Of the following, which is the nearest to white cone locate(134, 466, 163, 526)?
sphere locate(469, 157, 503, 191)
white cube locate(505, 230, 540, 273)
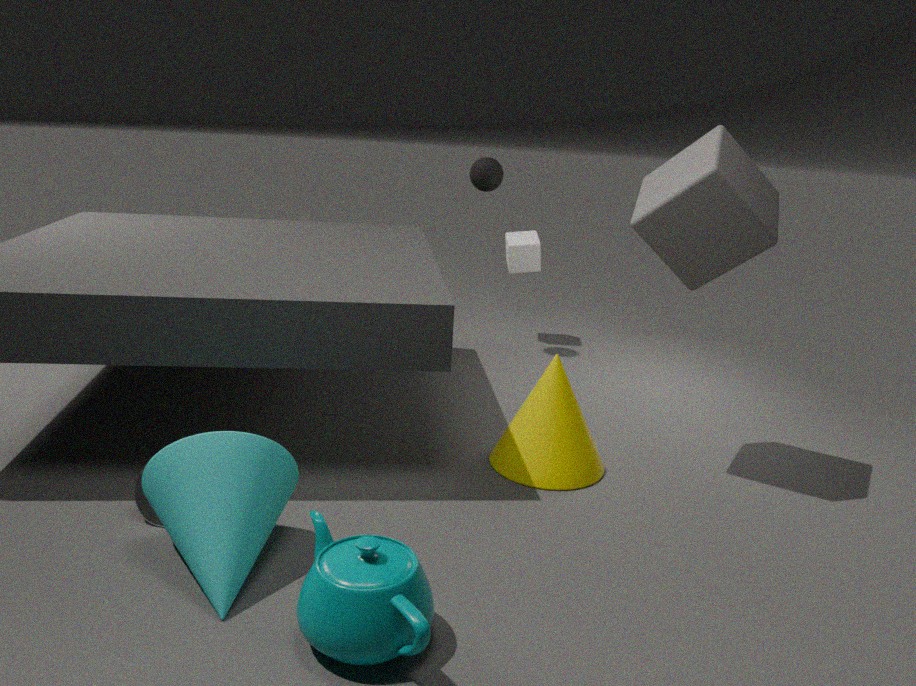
sphere locate(469, 157, 503, 191)
